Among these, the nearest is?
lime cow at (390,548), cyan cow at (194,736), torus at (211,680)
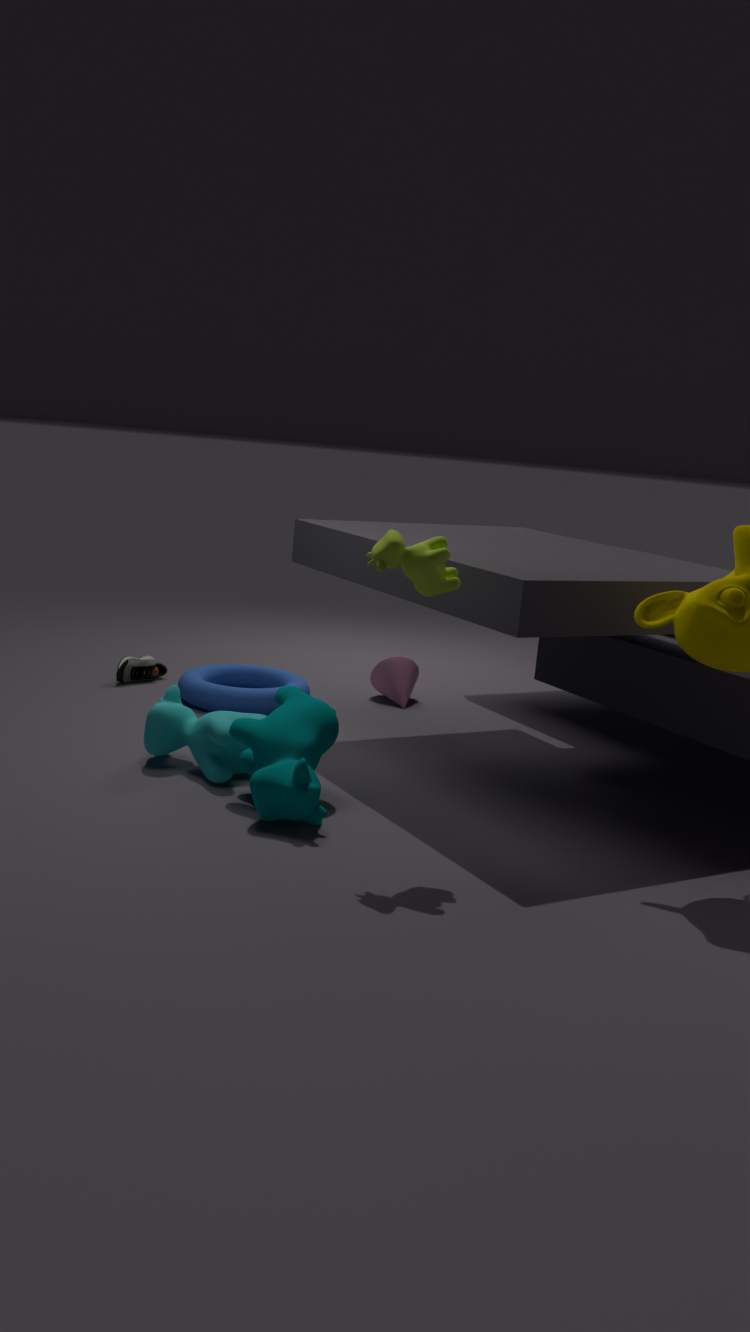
lime cow at (390,548)
